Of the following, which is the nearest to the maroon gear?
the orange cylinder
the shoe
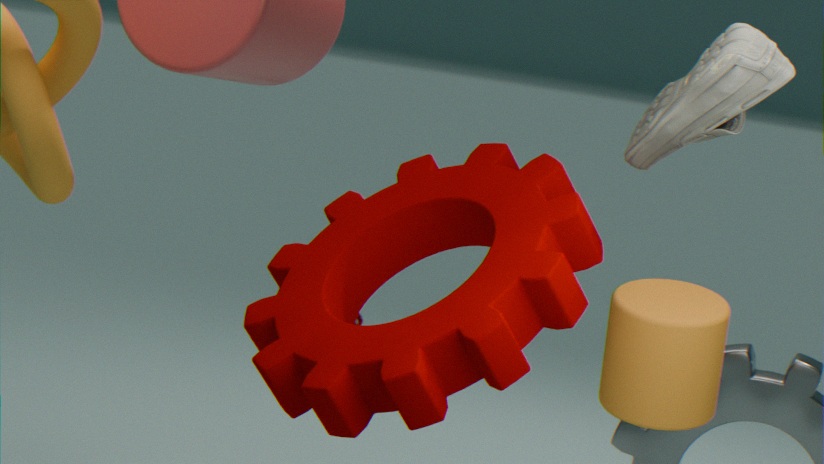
the shoe
